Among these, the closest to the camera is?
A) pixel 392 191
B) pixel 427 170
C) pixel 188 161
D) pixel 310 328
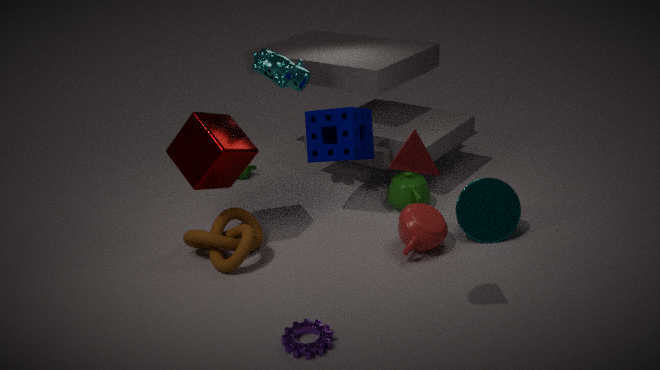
pixel 427 170
